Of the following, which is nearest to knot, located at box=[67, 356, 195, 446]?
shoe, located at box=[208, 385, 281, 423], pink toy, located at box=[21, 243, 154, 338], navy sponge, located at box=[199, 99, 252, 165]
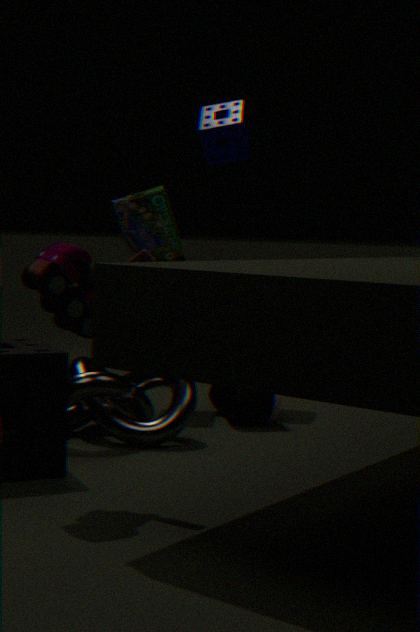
A: shoe, located at box=[208, 385, 281, 423]
